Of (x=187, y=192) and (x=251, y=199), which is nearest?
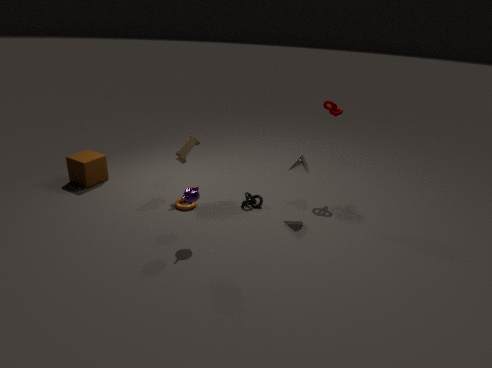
(x=187, y=192)
